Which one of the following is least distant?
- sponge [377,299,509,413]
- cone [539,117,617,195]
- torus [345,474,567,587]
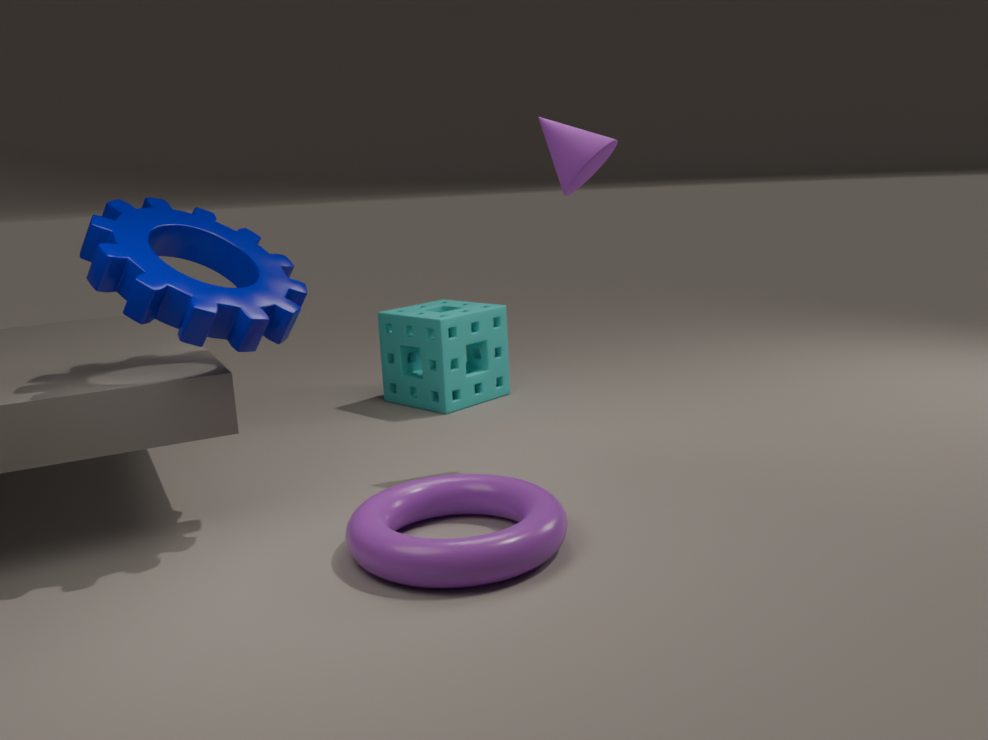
torus [345,474,567,587]
